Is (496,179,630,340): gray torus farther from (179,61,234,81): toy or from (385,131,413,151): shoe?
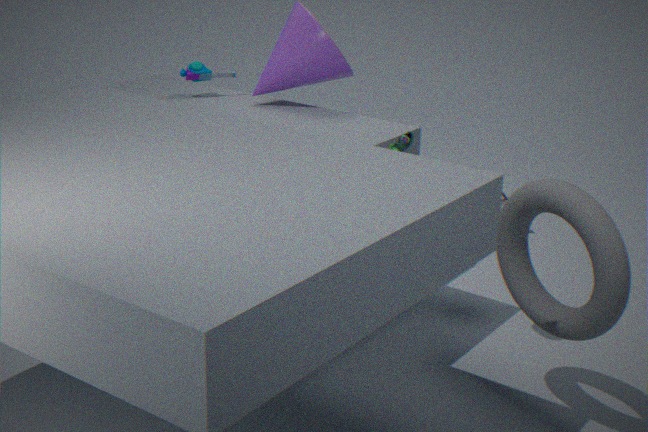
(179,61,234,81): toy
